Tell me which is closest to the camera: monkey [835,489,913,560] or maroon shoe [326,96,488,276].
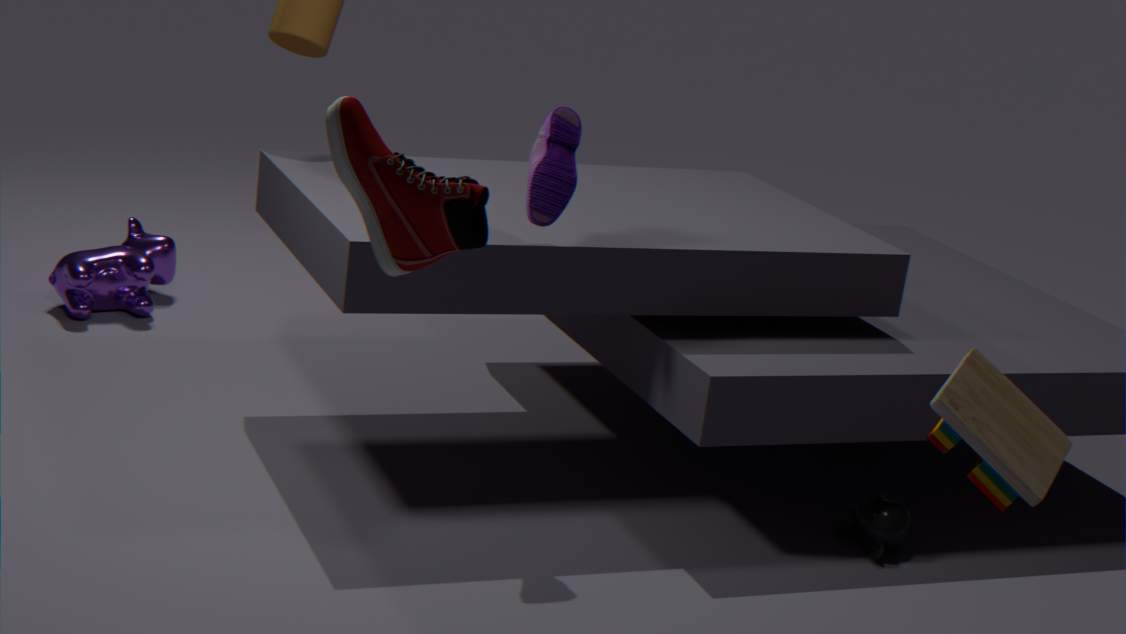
maroon shoe [326,96,488,276]
